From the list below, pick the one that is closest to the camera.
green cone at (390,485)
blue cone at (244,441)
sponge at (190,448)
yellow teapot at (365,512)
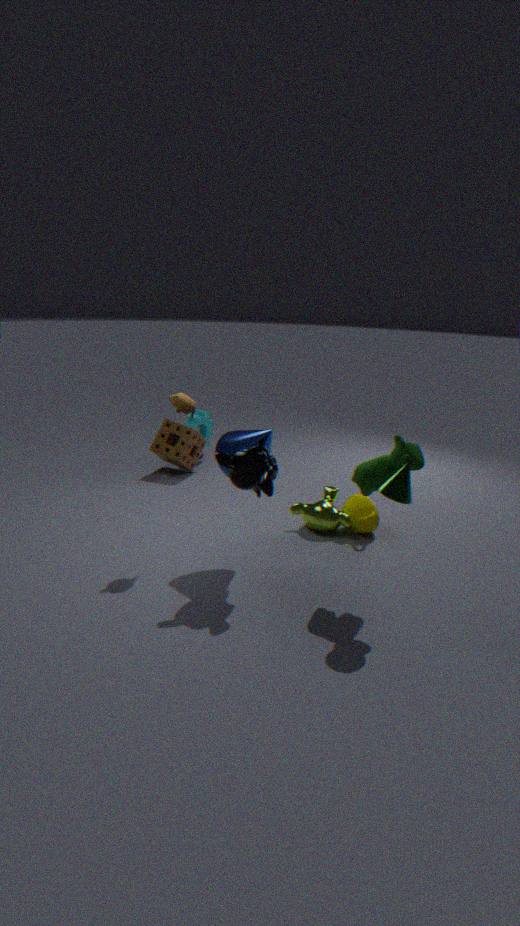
green cone at (390,485)
